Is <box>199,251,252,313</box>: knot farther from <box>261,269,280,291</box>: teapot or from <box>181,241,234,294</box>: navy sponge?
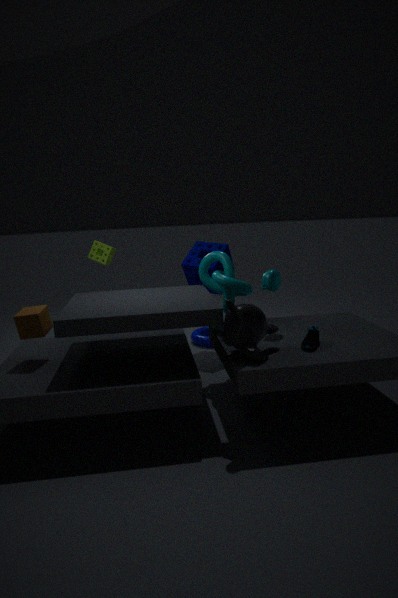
<box>181,241,234,294</box>: navy sponge
